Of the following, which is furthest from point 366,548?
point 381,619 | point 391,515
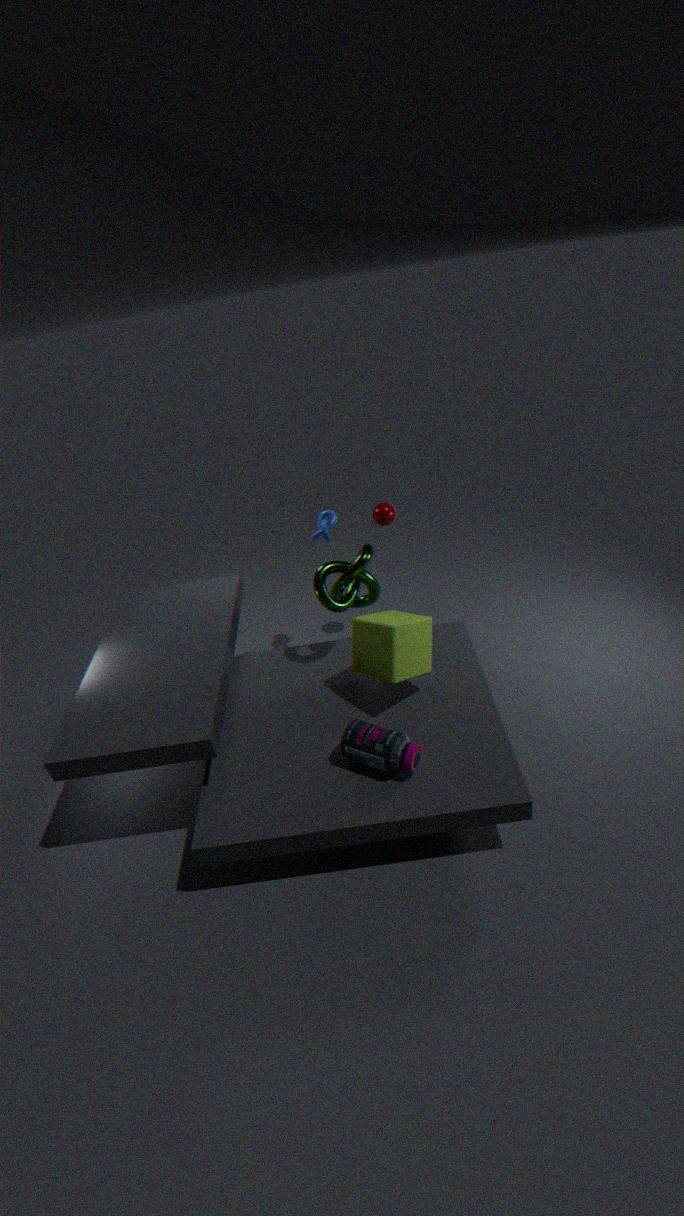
point 391,515
